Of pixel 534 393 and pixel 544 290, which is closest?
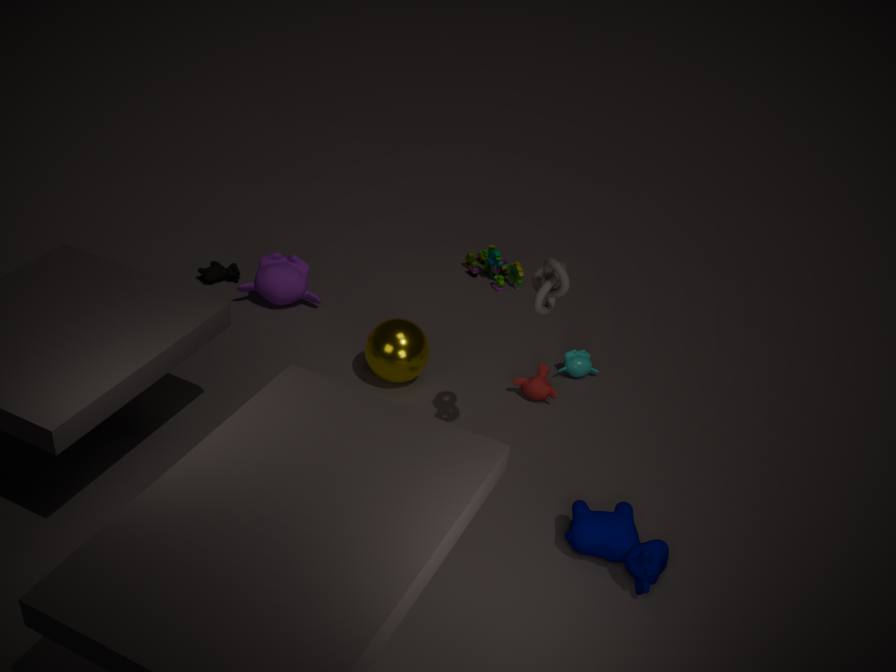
pixel 544 290
